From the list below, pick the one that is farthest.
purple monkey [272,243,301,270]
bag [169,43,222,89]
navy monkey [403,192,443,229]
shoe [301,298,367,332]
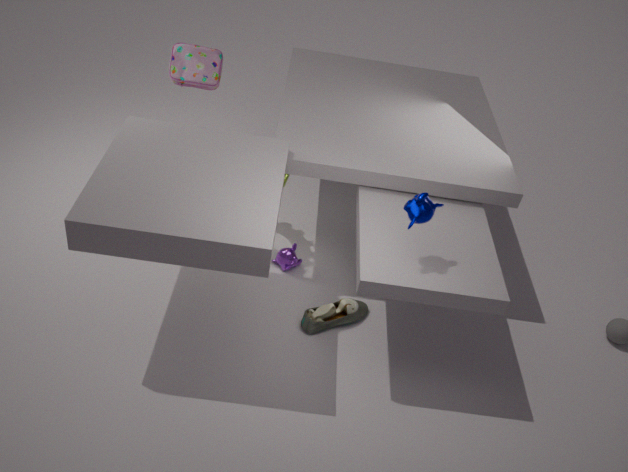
bag [169,43,222,89]
